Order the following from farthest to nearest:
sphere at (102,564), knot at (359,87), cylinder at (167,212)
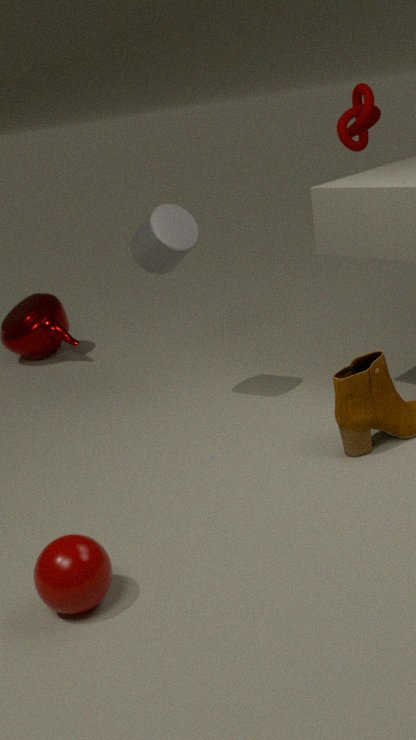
A: knot at (359,87)
cylinder at (167,212)
sphere at (102,564)
